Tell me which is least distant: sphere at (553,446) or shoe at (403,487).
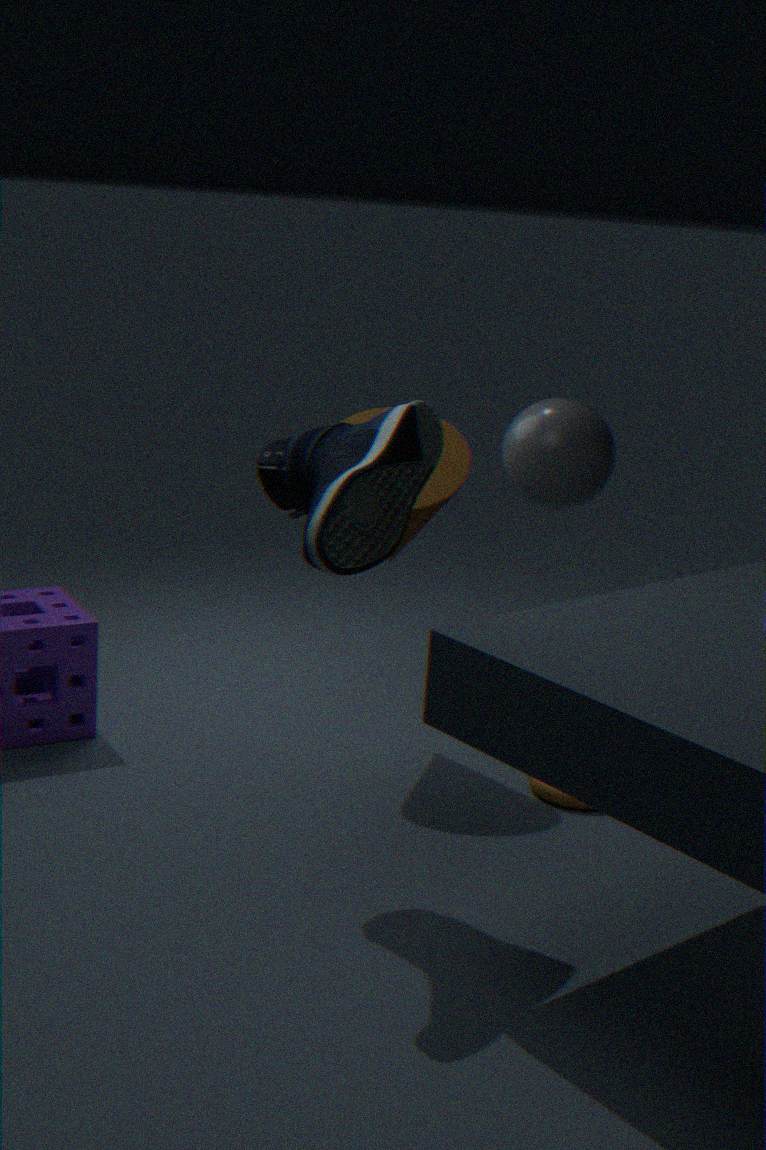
shoe at (403,487)
